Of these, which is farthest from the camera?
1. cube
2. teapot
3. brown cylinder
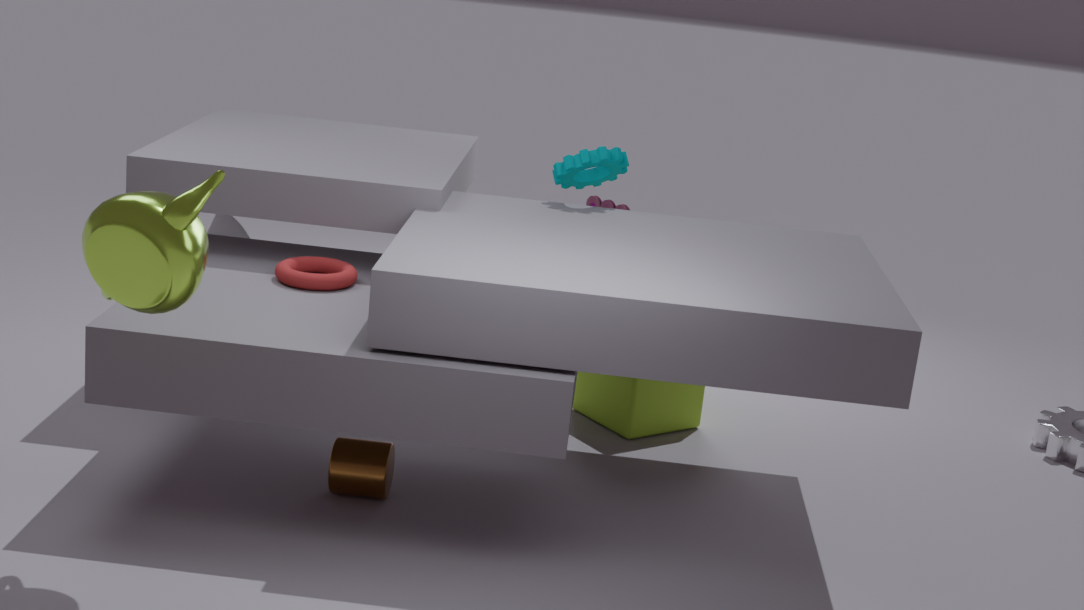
cube
